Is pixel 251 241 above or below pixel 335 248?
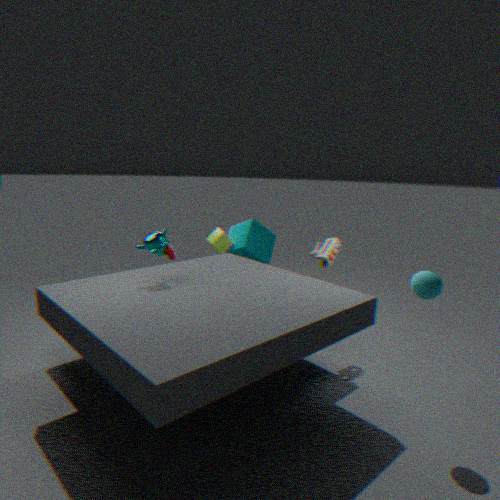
below
